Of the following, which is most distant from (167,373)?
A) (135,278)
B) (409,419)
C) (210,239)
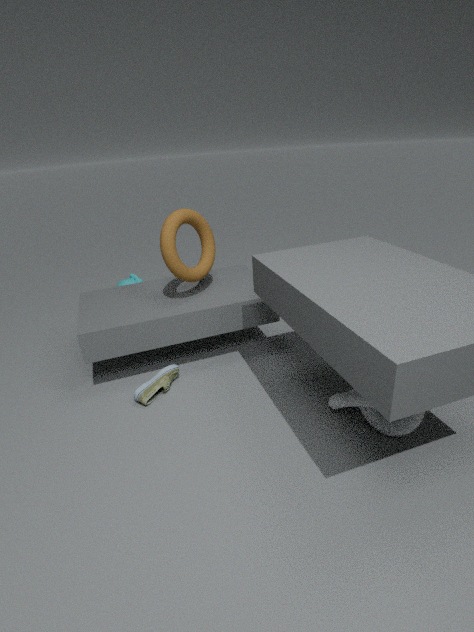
(135,278)
